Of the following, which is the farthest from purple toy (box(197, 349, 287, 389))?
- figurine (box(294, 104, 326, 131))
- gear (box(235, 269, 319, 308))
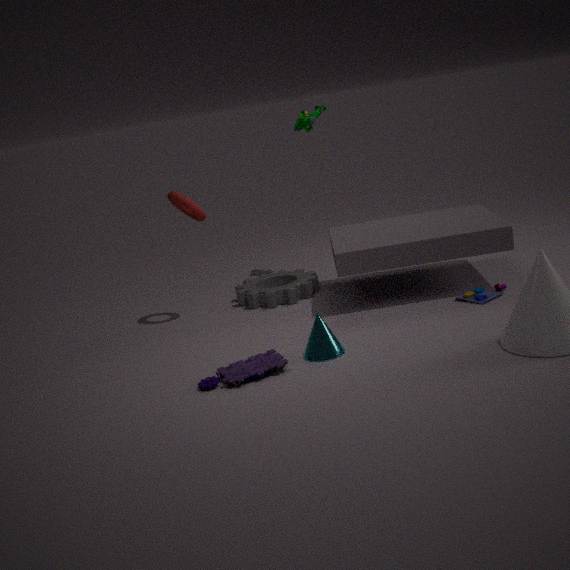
figurine (box(294, 104, 326, 131))
